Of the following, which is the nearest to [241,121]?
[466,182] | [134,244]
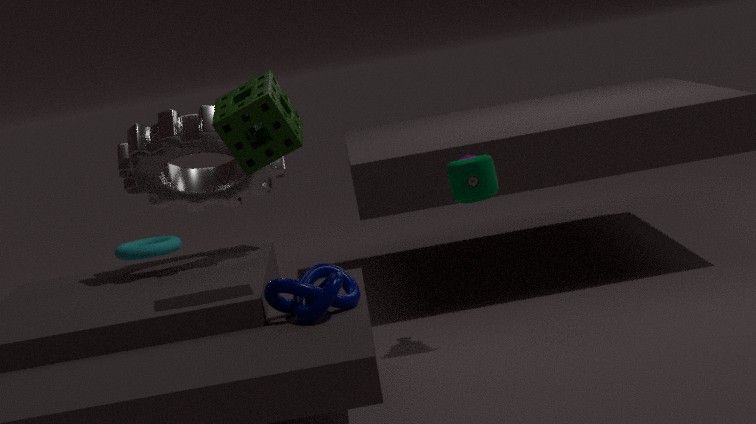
[466,182]
